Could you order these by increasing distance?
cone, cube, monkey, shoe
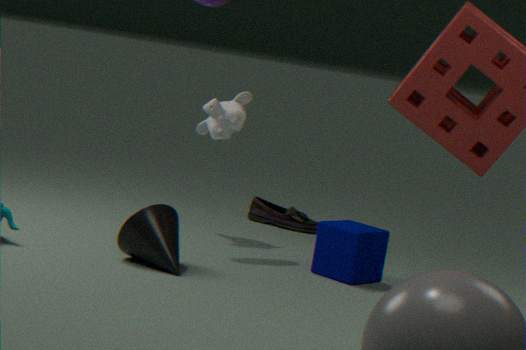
1. cone
2. cube
3. monkey
4. shoe
